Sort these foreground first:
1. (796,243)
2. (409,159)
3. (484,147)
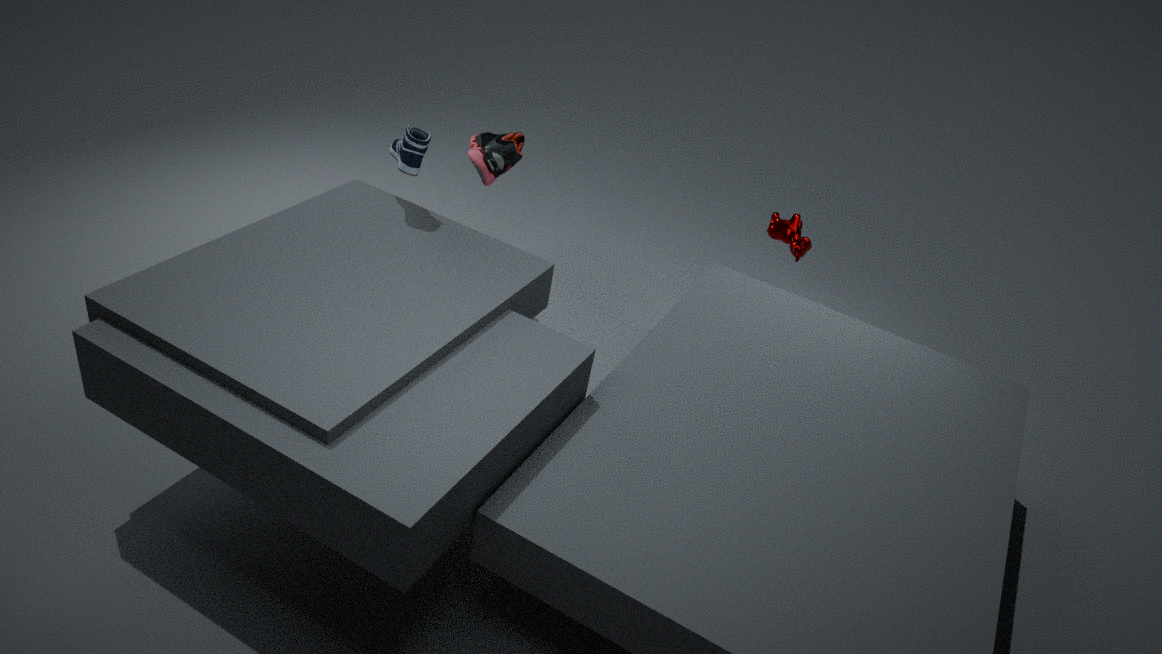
(409,159) < (484,147) < (796,243)
